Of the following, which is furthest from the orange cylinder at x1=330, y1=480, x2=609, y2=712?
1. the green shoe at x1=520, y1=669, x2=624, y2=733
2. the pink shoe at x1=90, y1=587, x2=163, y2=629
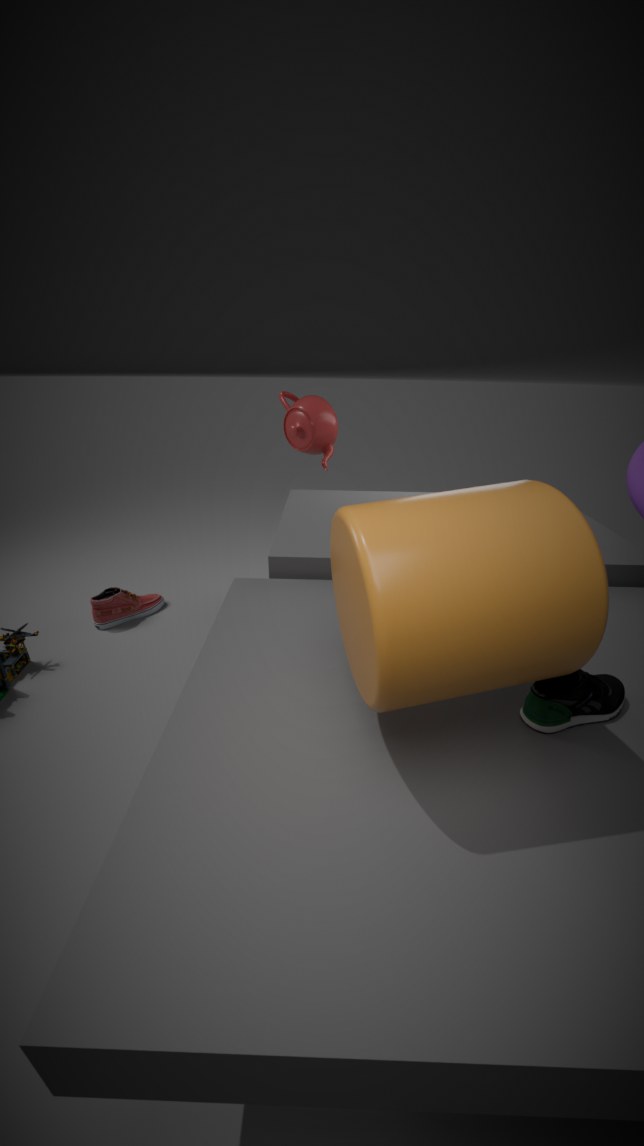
the pink shoe at x1=90, y1=587, x2=163, y2=629
